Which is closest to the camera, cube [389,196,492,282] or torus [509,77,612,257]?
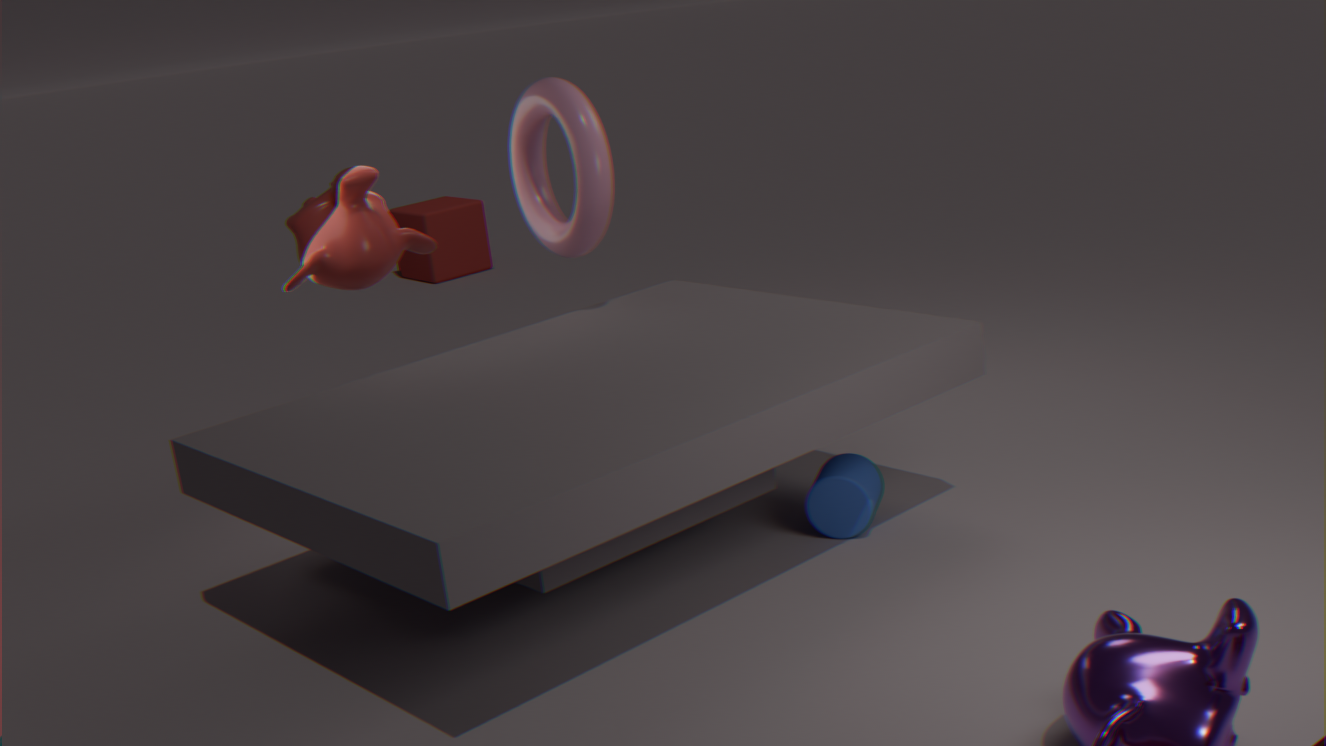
torus [509,77,612,257]
